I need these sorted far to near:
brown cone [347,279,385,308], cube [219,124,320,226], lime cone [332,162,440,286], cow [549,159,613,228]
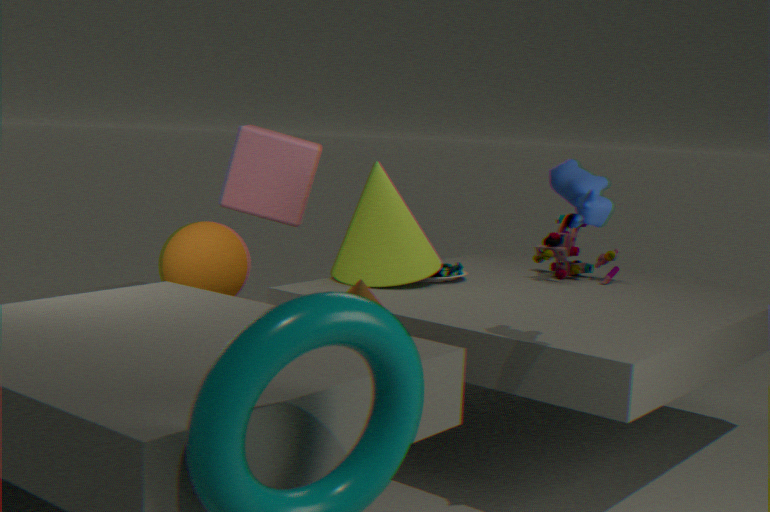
1. cube [219,124,320,226]
2. lime cone [332,162,440,286]
3. brown cone [347,279,385,308]
4. cow [549,159,613,228]
